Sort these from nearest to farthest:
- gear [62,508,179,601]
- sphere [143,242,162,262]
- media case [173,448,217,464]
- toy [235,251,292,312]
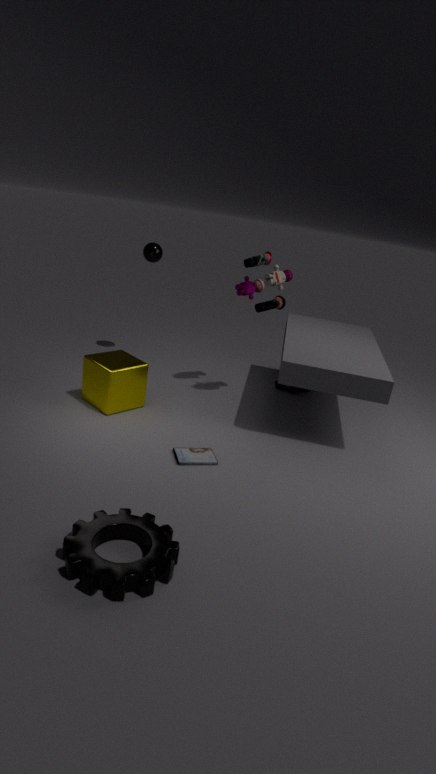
1. gear [62,508,179,601]
2. media case [173,448,217,464]
3. toy [235,251,292,312]
4. sphere [143,242,162,262]
